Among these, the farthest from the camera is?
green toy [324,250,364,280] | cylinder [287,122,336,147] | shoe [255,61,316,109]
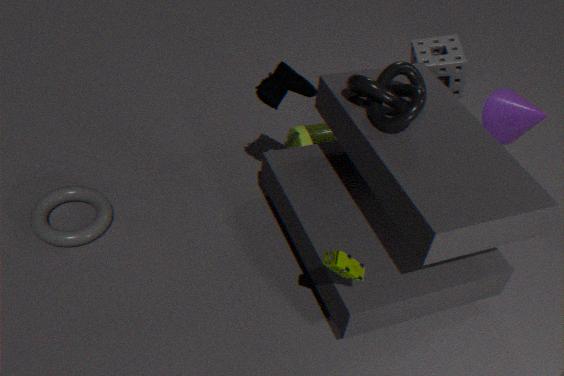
cylinder [287,122,336,147]
